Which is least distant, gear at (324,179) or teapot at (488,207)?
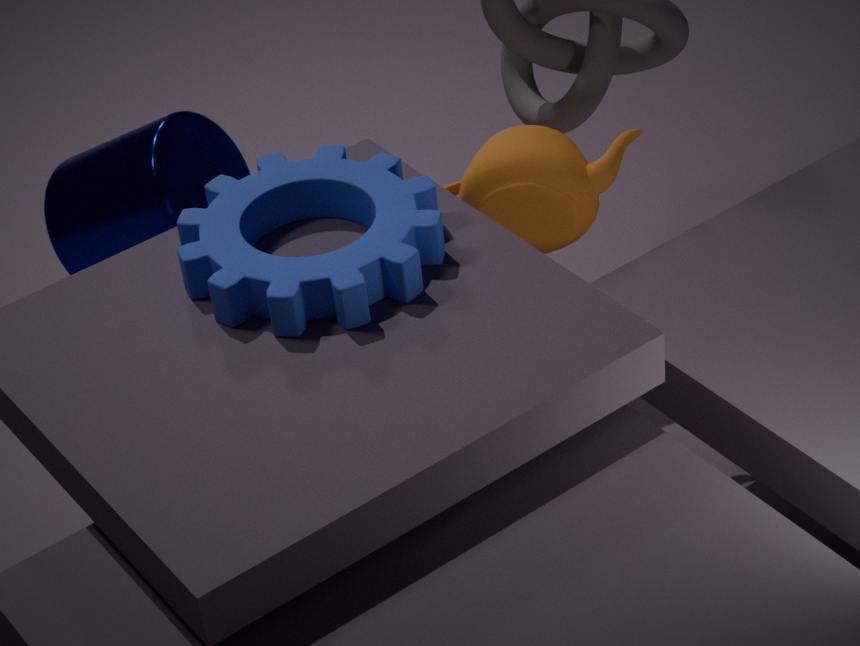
gear at (324,179)
